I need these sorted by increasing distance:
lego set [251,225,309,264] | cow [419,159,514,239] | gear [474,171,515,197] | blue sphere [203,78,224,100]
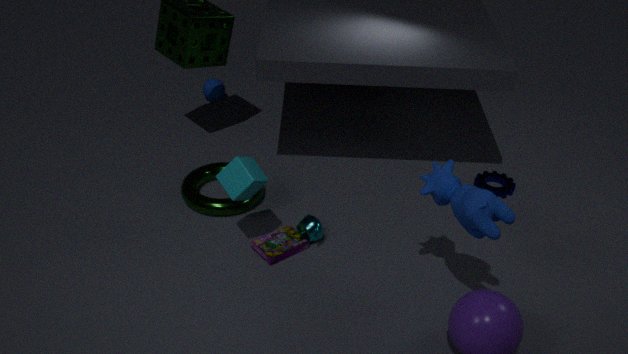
cow [419,159,514,239] → lego set [251,225,309,264] → gear [474,171,515,197] → blue sphere [203,78,224,100]
